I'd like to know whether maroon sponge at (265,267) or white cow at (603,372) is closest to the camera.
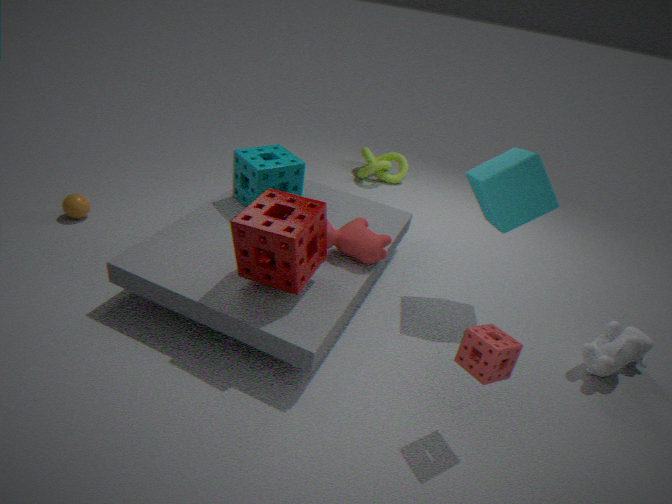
maroon sponge at (265,267)
